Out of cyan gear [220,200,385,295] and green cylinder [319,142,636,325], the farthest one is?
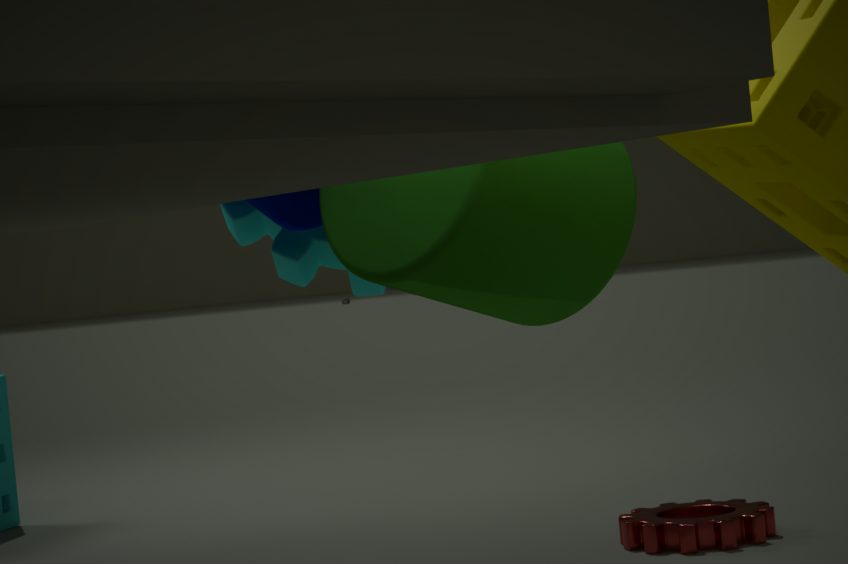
cyan gear [220,200,385,295]
